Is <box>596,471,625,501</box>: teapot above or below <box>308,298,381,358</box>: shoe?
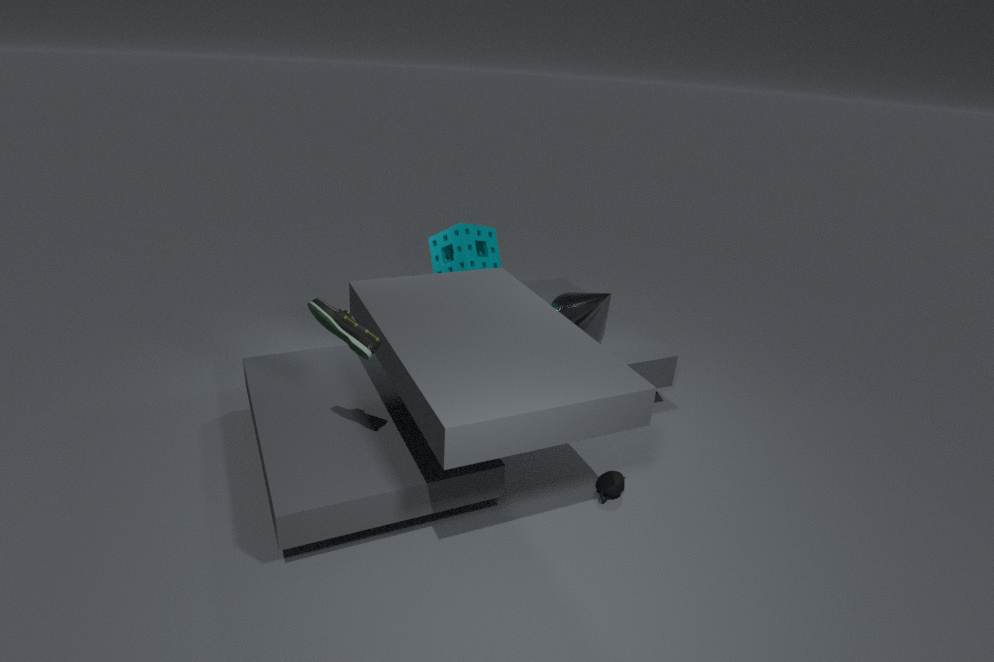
below
